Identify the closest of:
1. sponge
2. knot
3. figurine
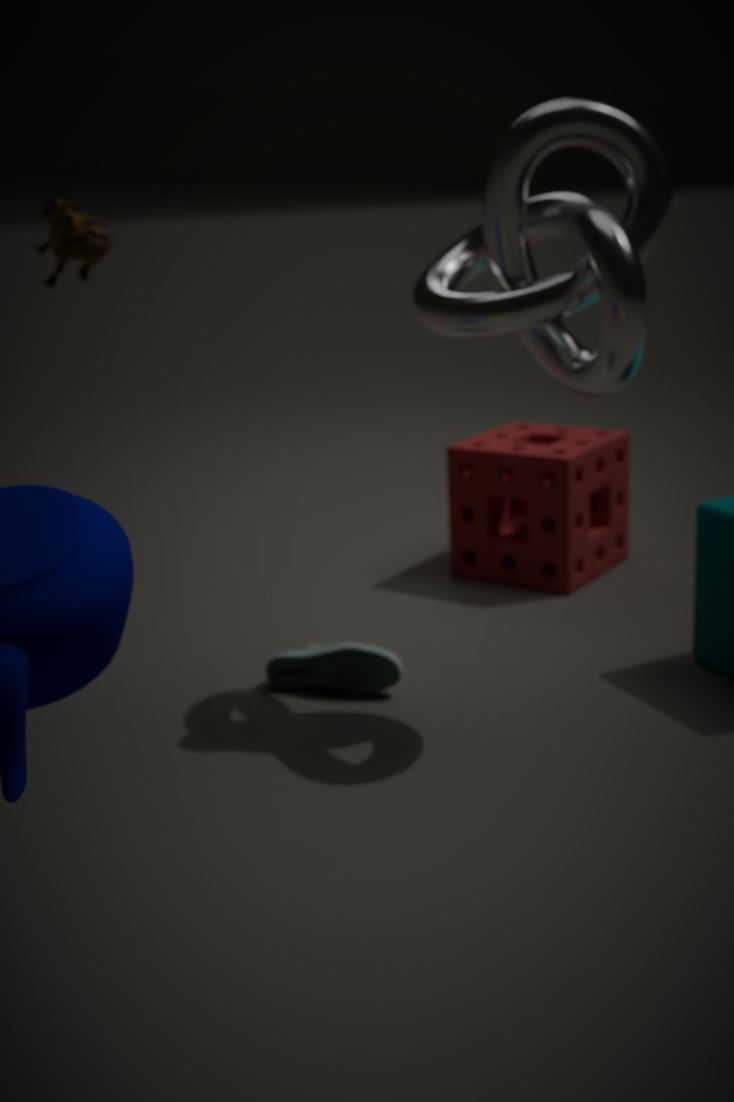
knot
